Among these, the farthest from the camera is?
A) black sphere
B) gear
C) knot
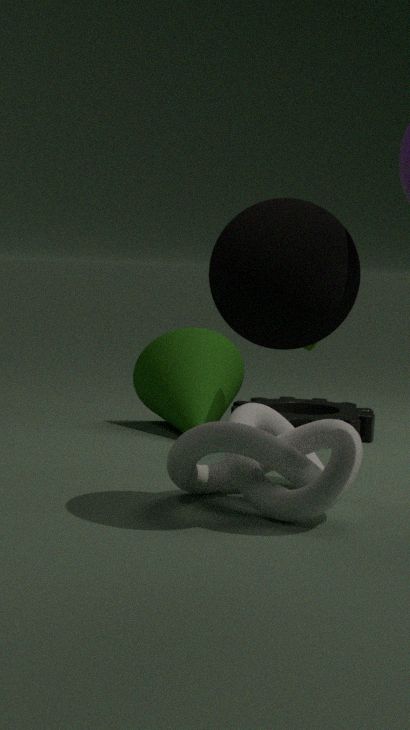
gear
